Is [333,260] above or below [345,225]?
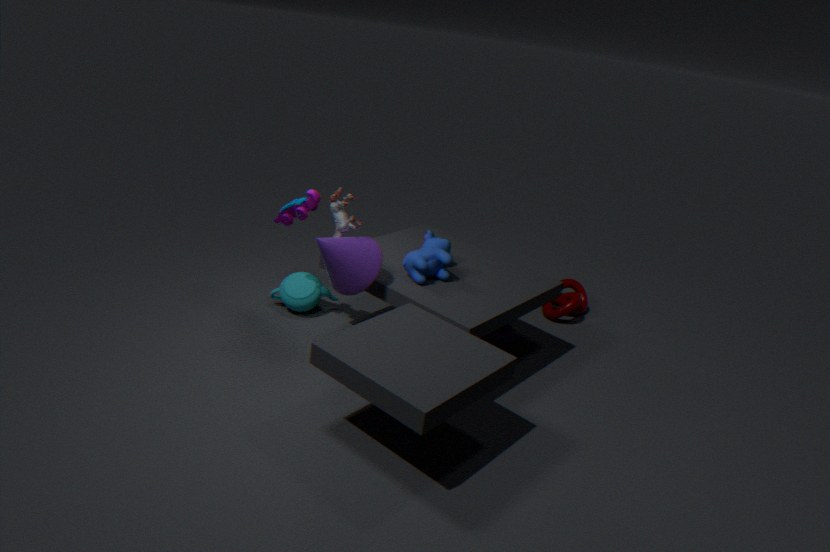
below
